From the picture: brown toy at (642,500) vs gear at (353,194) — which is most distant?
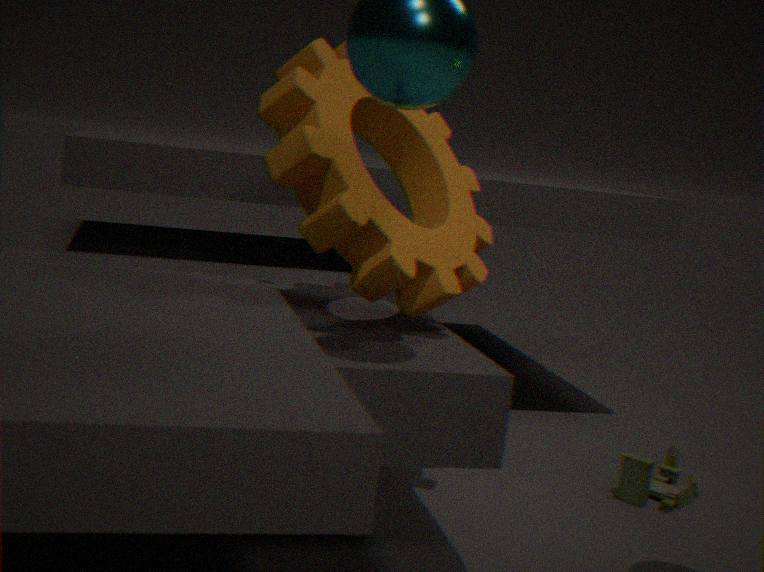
brown toy at (642,500)
